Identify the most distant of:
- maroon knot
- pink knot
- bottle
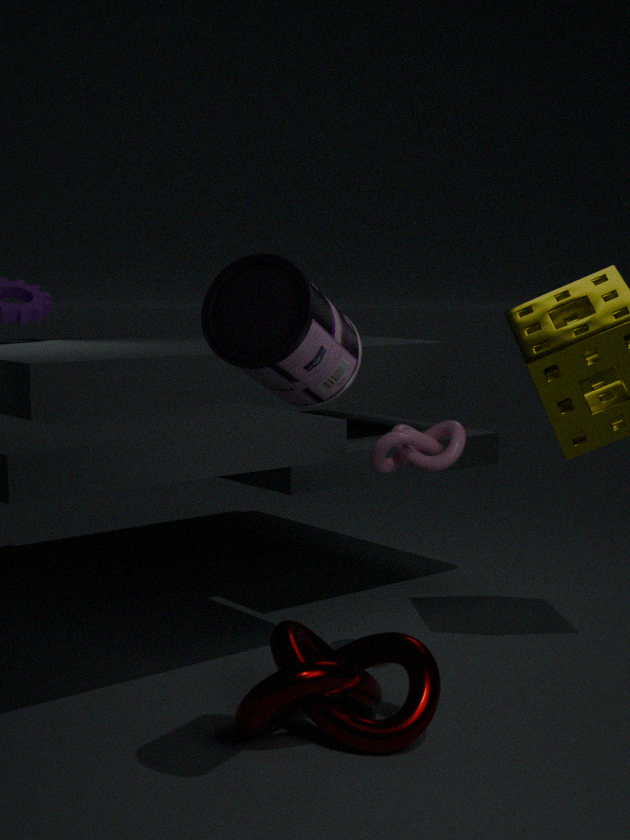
pink knot
